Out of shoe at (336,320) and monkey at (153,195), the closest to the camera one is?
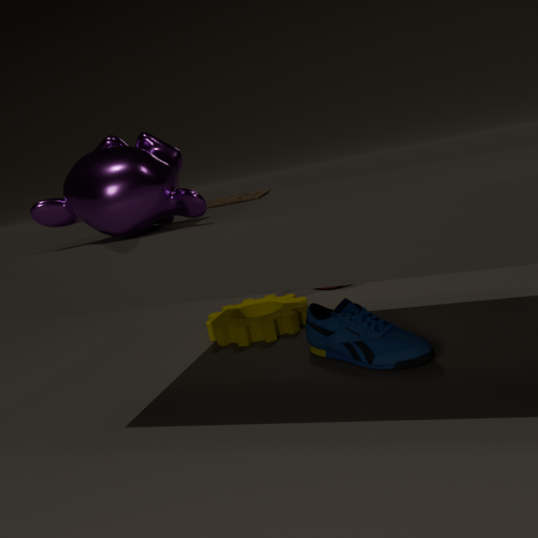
monkey at (153,195)
